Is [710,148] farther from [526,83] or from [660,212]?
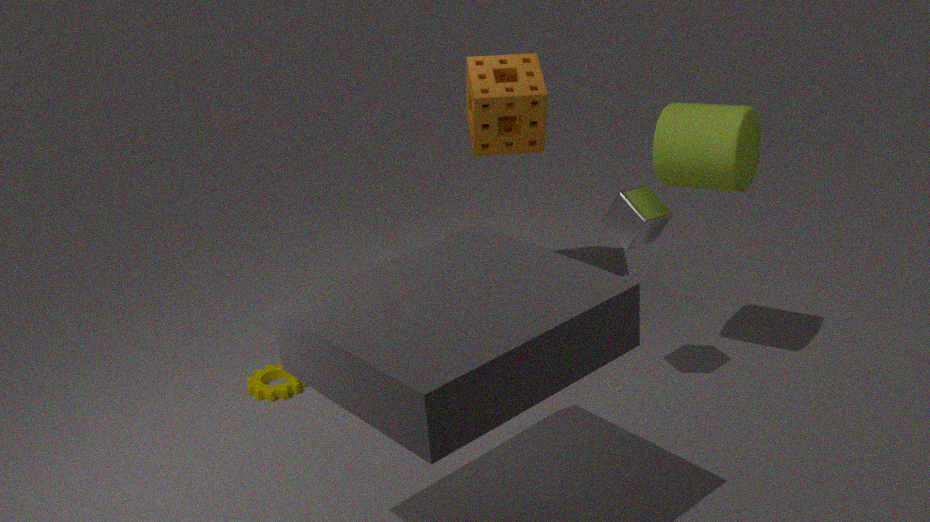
[526,83]
